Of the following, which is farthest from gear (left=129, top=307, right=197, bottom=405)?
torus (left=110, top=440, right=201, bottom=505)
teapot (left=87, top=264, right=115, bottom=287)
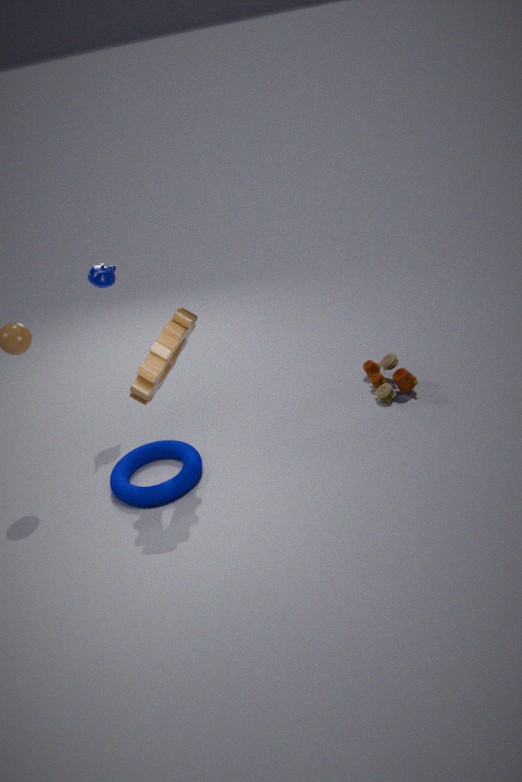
teapot (left=87, top=264, right=115, bottom=287)
